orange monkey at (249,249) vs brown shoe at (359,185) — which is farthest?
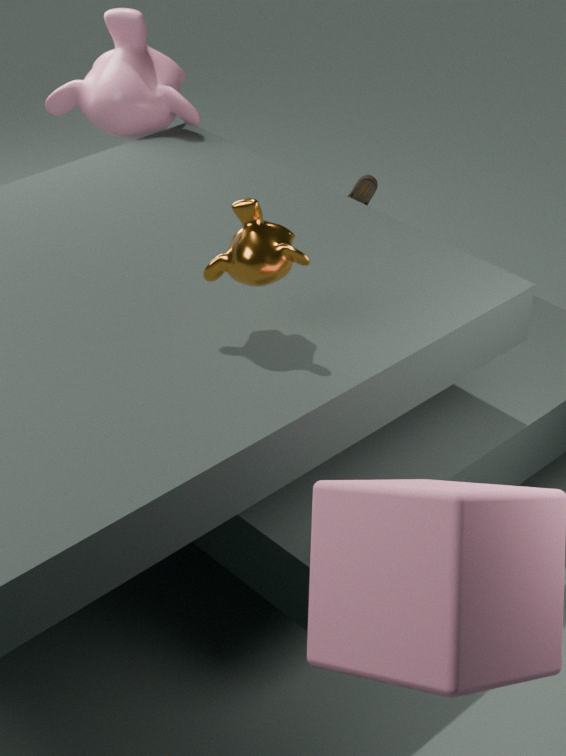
brown shoe at (359,185)
